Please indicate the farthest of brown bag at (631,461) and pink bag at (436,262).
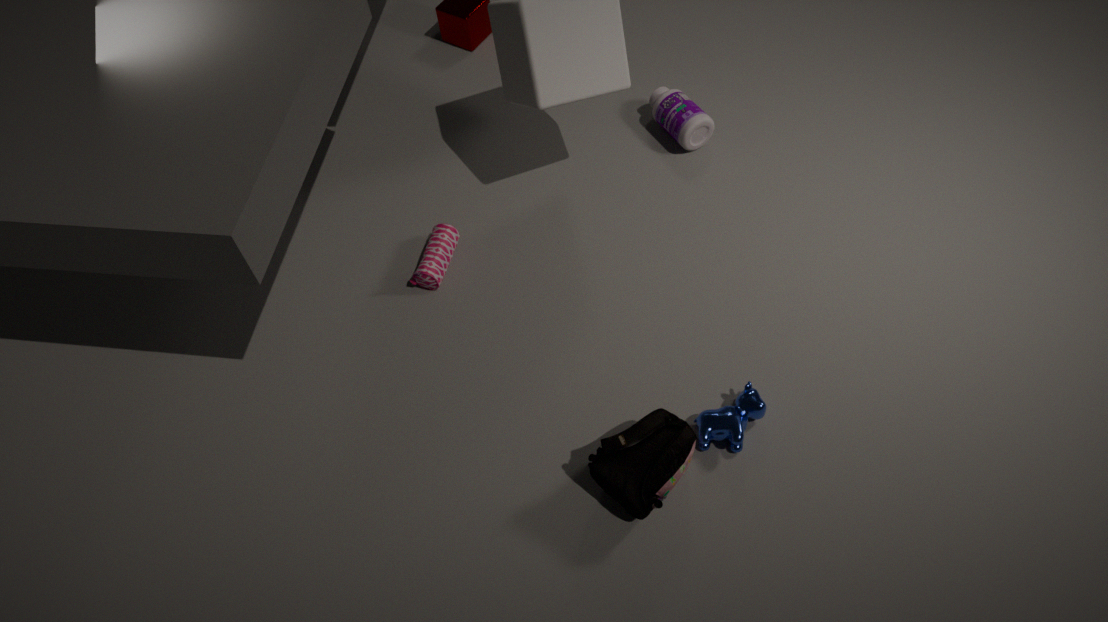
pink bag at (436,262)
